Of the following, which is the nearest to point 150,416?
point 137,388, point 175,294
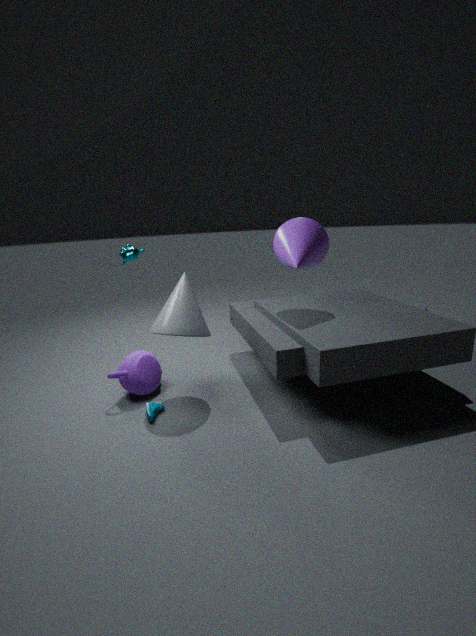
point 137,388
